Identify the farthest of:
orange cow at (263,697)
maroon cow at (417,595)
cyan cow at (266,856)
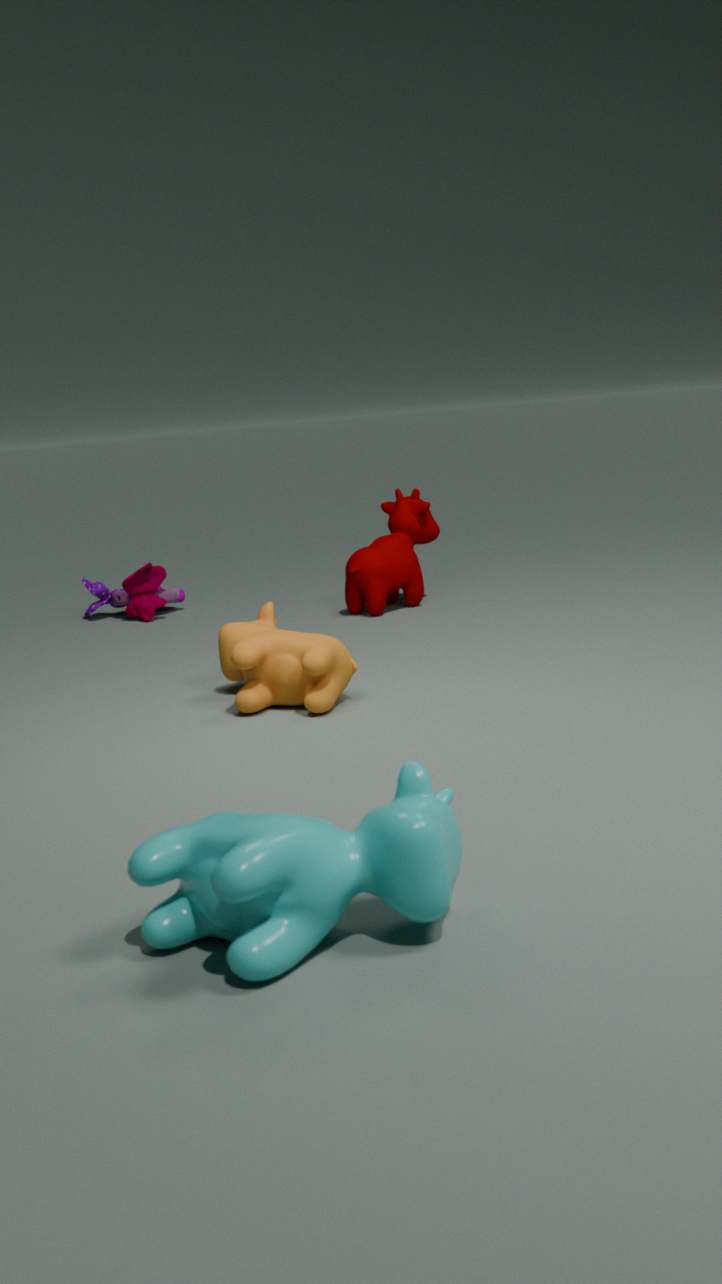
maroon cow at (417,595)
